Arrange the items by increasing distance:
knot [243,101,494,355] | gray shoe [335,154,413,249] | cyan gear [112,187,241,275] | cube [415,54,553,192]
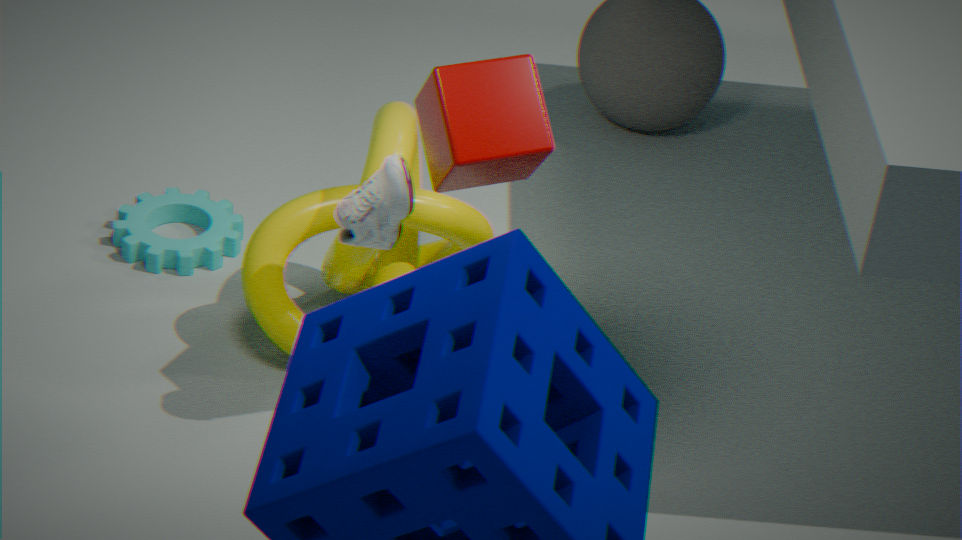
cube [415,54,553,192] < gray shoe [335,154,413,249] < knot [243,101,494,355] < cyan gear [112,187,241,275]
